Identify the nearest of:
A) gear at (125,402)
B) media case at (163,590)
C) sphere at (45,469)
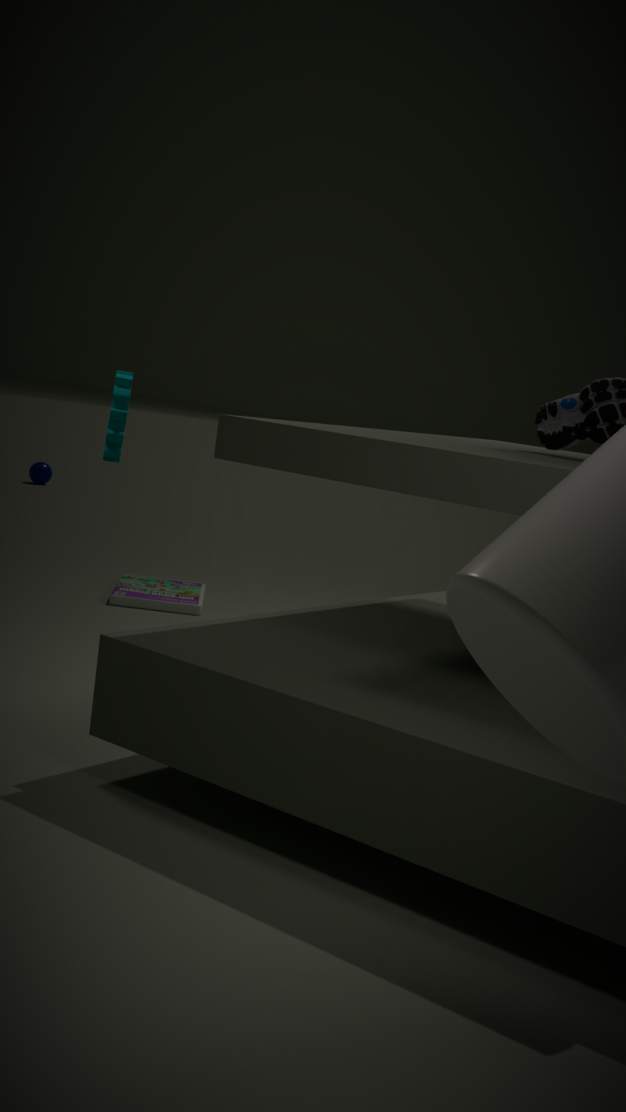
gear at (125,402)
